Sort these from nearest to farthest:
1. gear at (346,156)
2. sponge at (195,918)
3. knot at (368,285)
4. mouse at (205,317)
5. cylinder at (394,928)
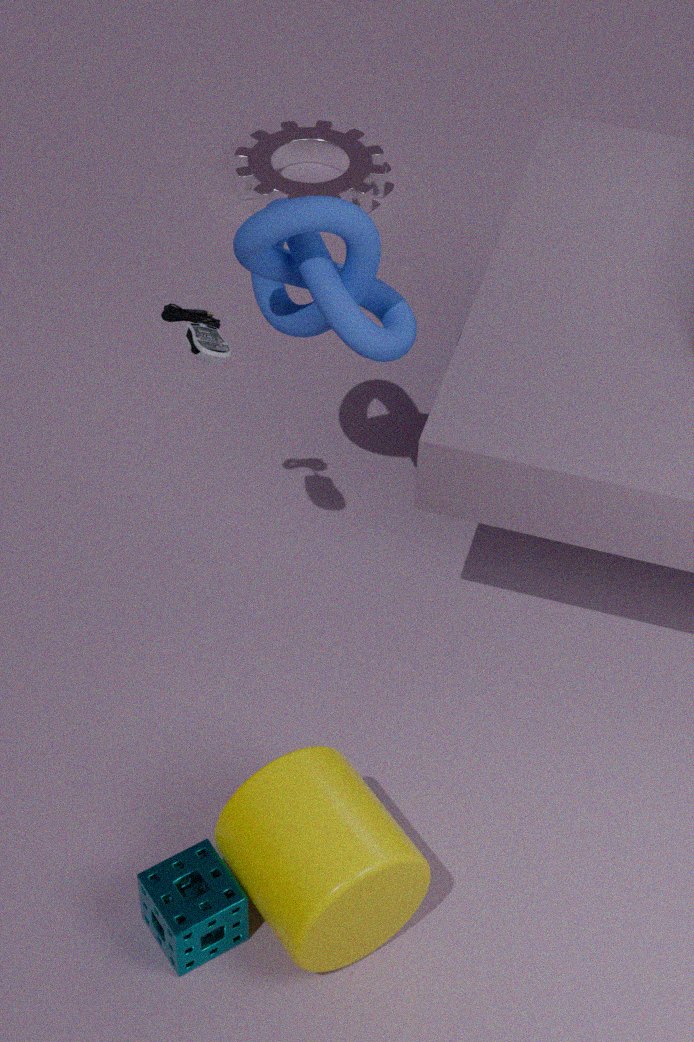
cylinder at (394,928) → sponge at (195,918) → knot at (368,285) → mouse at (205,317) → gear at (346,156)
